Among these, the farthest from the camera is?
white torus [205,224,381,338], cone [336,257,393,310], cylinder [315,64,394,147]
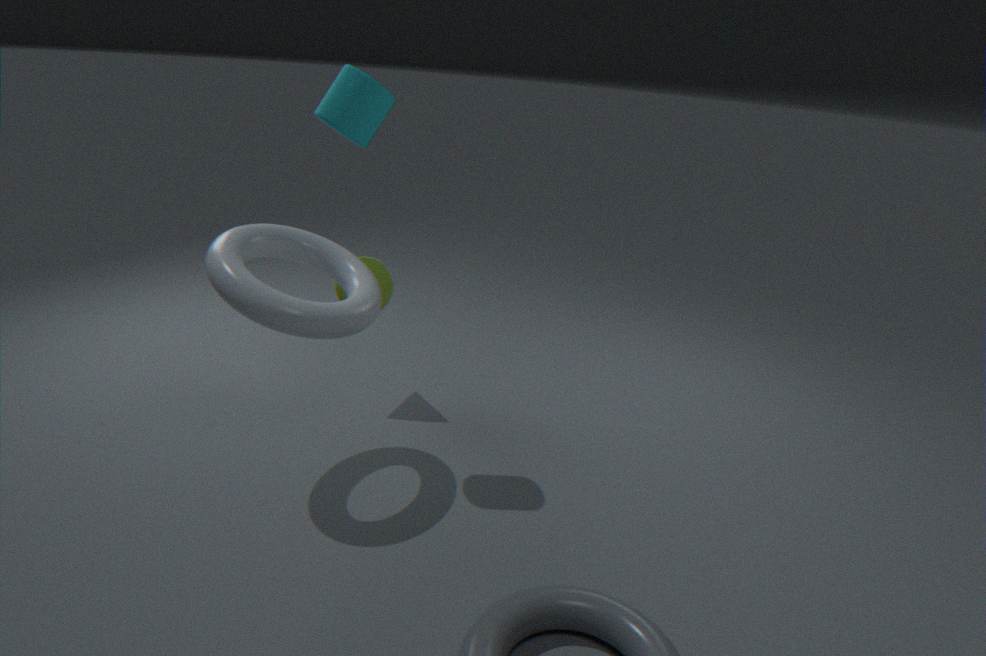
cone [336,257,393,310]
